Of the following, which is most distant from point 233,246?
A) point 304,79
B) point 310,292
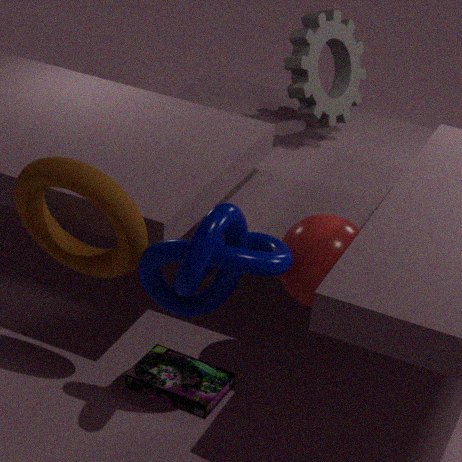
point 304,79
